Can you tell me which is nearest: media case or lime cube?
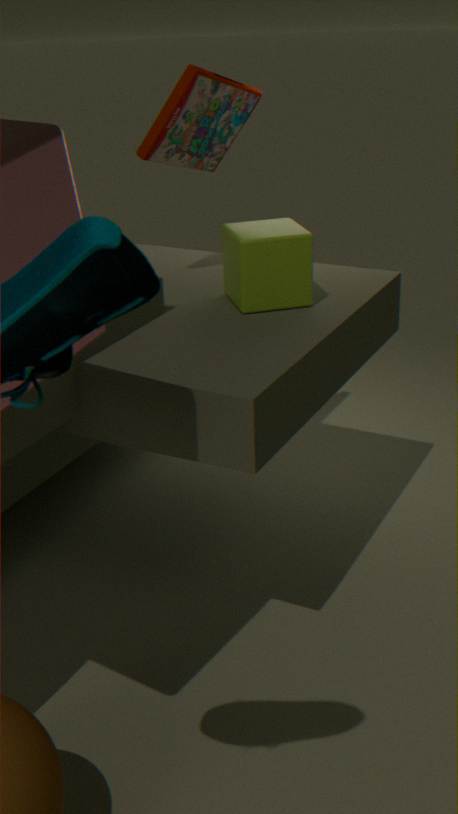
lime cube
